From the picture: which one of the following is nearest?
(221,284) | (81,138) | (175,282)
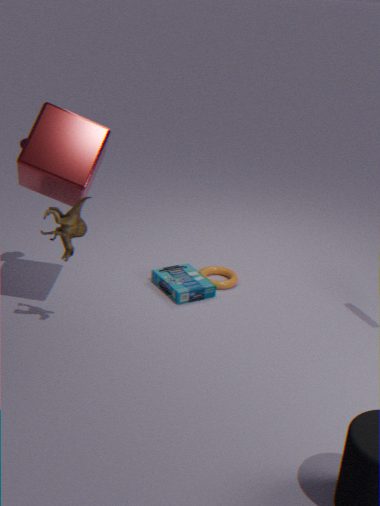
(81,138)
